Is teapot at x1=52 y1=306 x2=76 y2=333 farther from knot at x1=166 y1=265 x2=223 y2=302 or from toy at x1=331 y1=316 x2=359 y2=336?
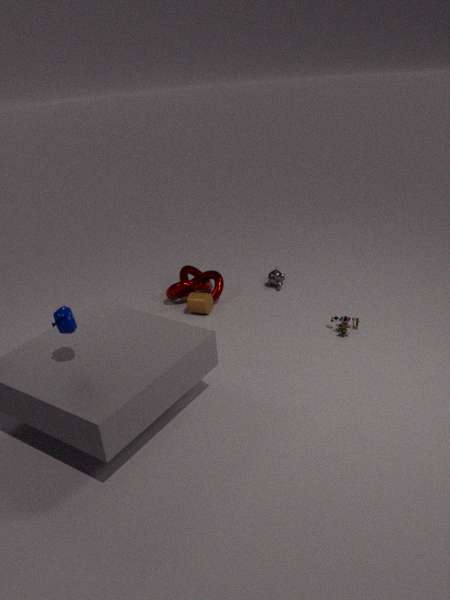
toy at x1=331 y1=316 x2=359 y2=336
